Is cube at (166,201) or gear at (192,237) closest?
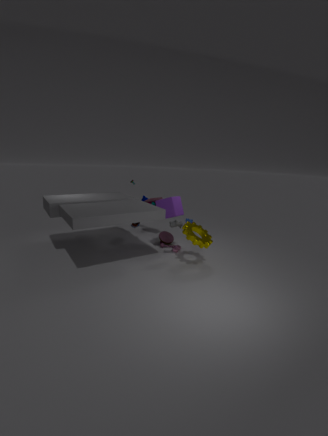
gear at (192,237)
